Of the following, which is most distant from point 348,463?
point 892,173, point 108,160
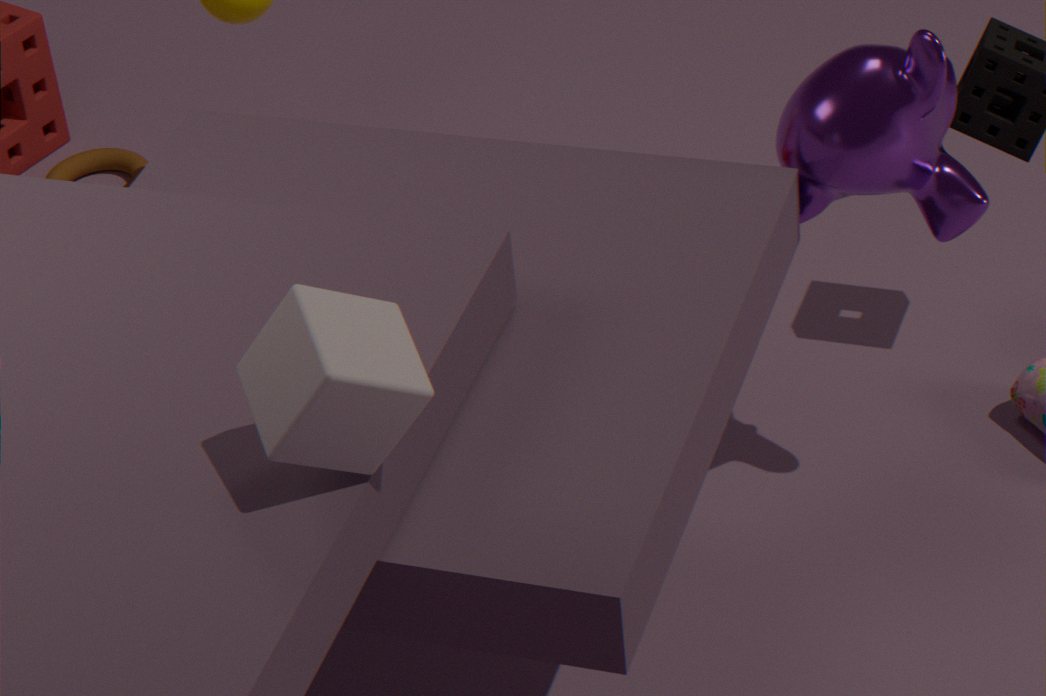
point 108,160
